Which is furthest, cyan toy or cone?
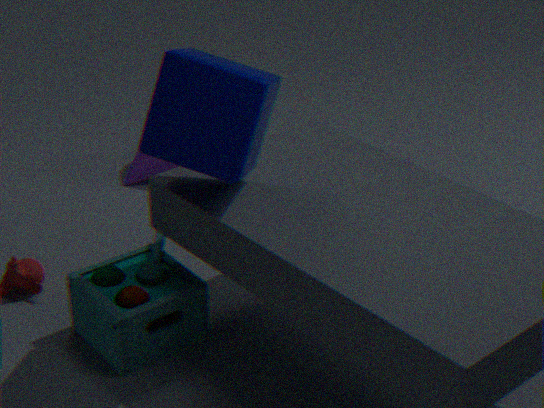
cone
